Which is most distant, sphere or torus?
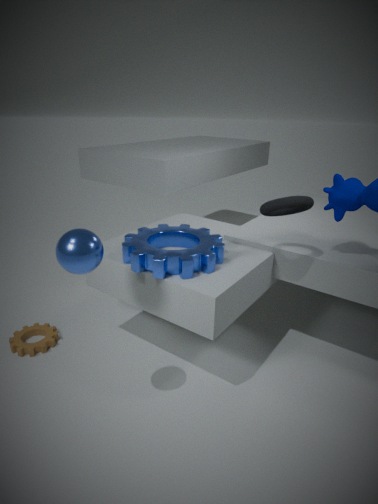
torus
